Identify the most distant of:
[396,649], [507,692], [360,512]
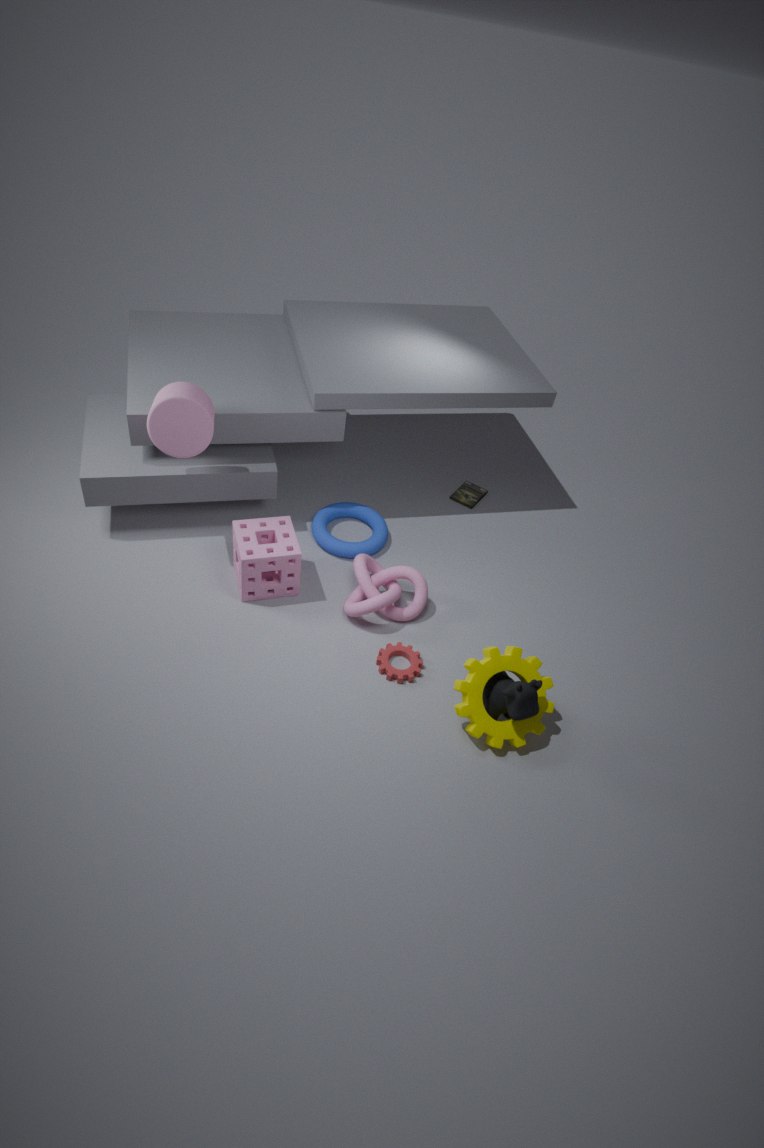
[360,512]
